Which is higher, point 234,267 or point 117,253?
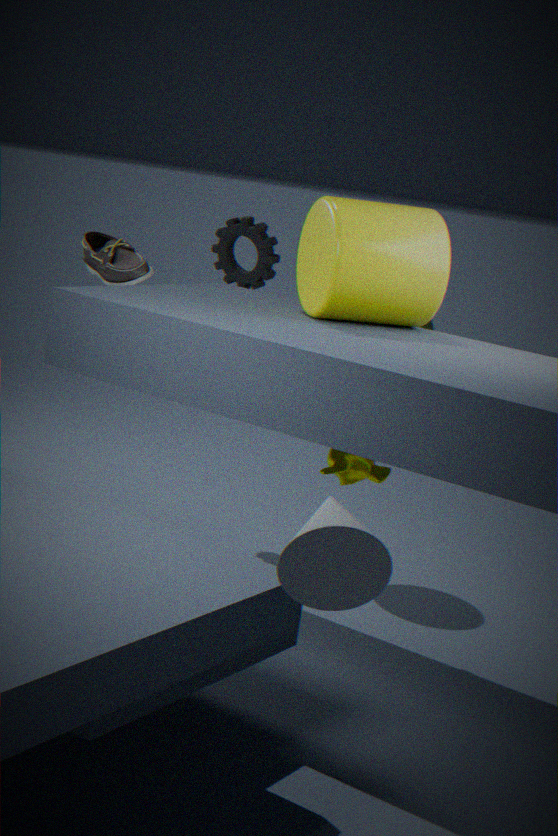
point 234,267
